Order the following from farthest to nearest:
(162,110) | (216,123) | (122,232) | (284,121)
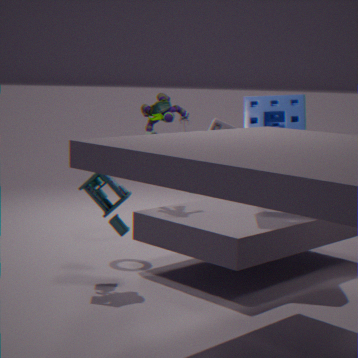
(216,123)
(162,110)
(284,121)
(122,232)
